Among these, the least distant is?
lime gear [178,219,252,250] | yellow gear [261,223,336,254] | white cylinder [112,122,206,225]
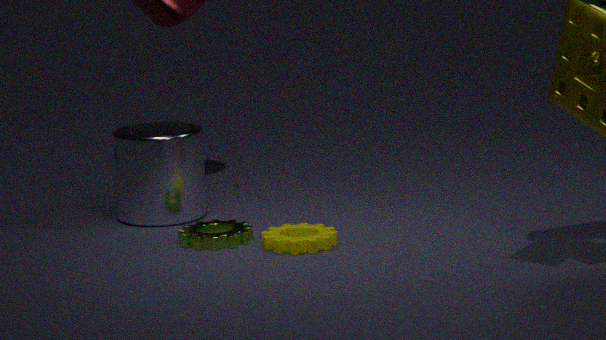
yellow gear [261,223,336,254]
